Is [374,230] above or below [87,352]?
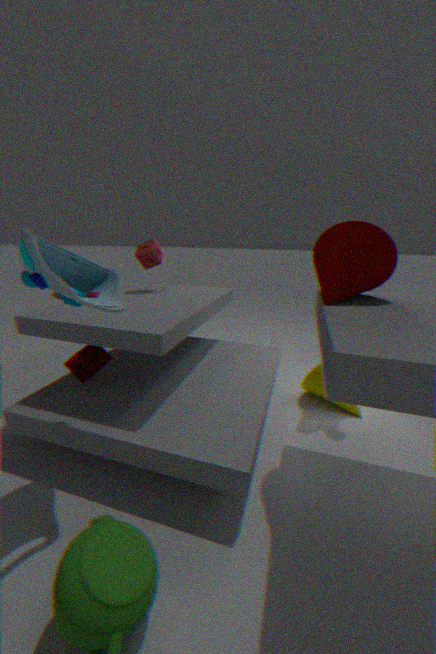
above
